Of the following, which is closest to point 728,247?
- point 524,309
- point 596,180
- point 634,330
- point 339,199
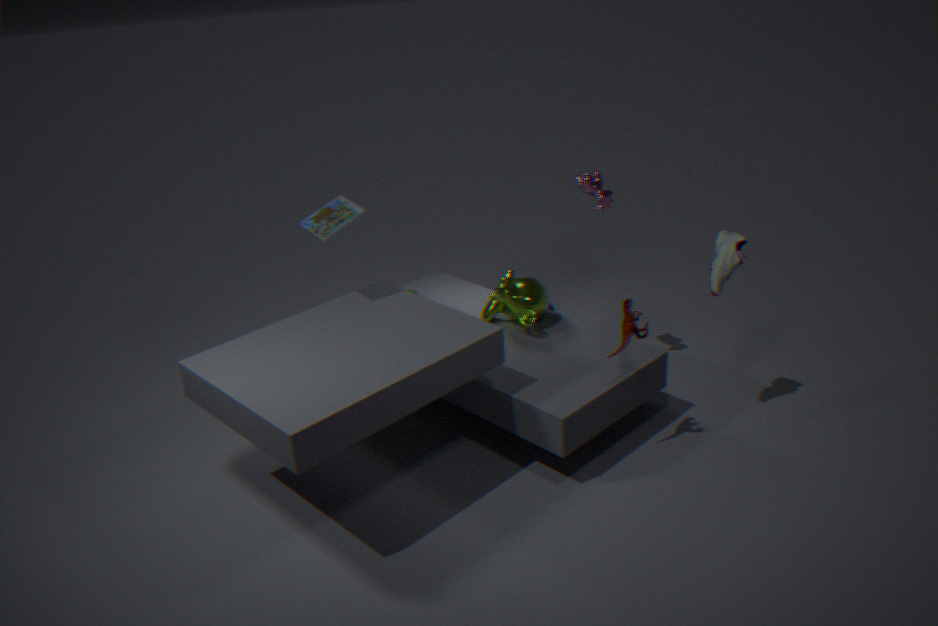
point 634,330
